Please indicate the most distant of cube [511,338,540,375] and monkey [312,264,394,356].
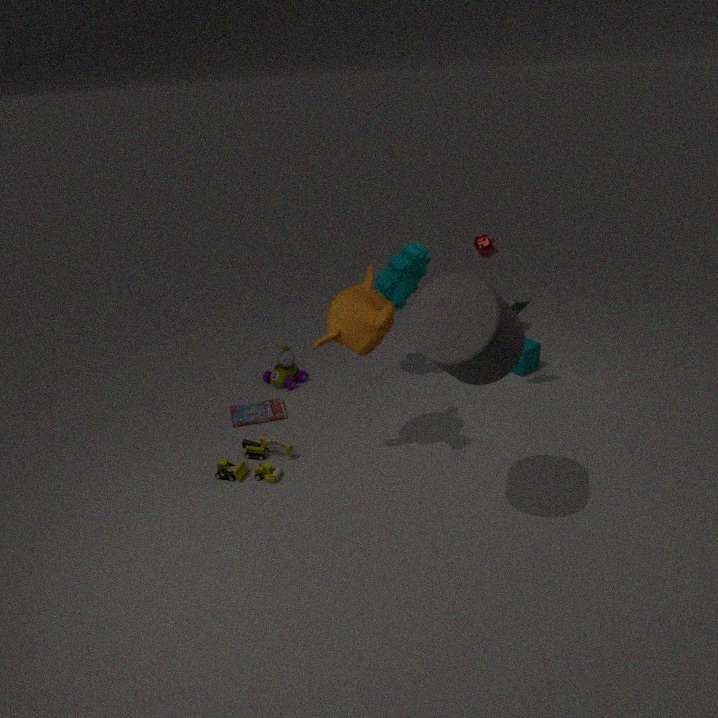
cube [511,338,540,375]
